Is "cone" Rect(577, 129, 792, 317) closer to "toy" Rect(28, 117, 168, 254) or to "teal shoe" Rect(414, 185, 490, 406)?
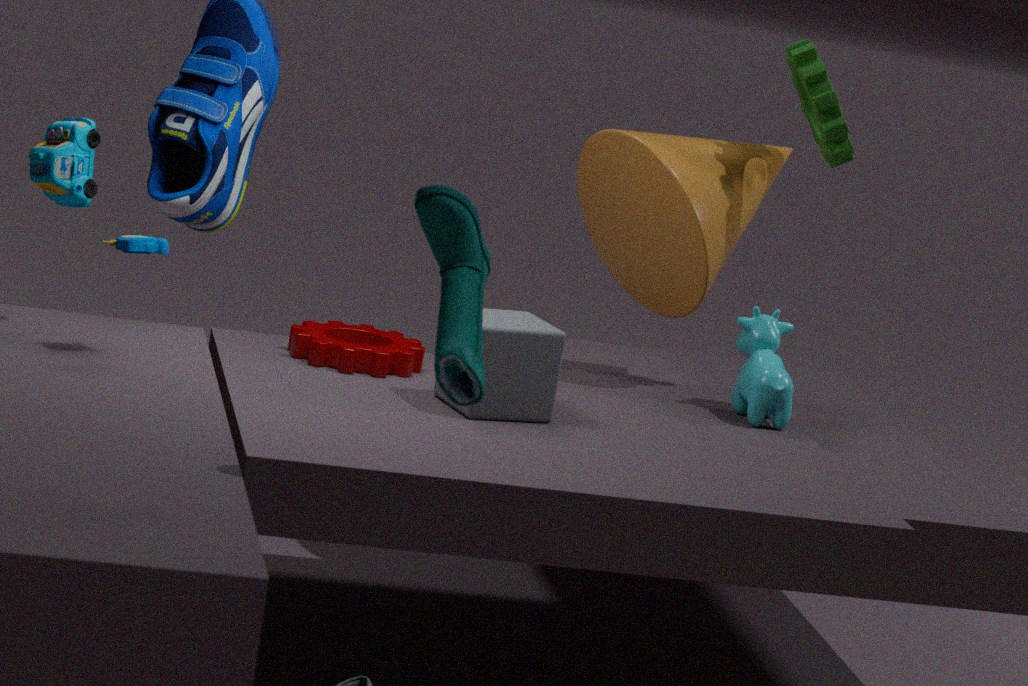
"toy" Rect(28, 117, 168, 254)
